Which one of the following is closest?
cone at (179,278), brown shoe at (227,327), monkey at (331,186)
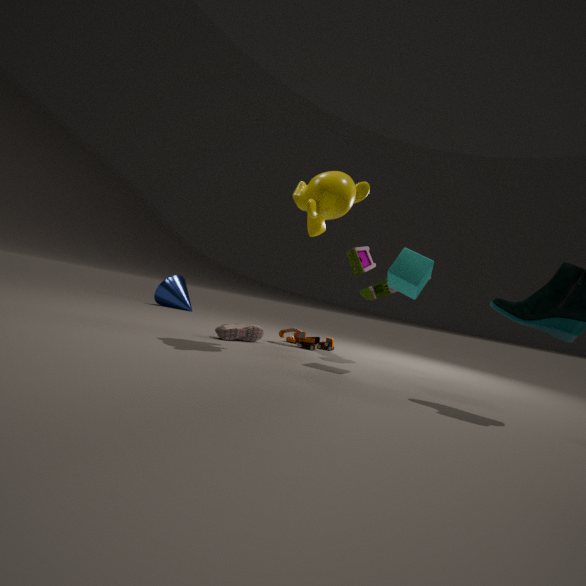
monkey at (331,186)
